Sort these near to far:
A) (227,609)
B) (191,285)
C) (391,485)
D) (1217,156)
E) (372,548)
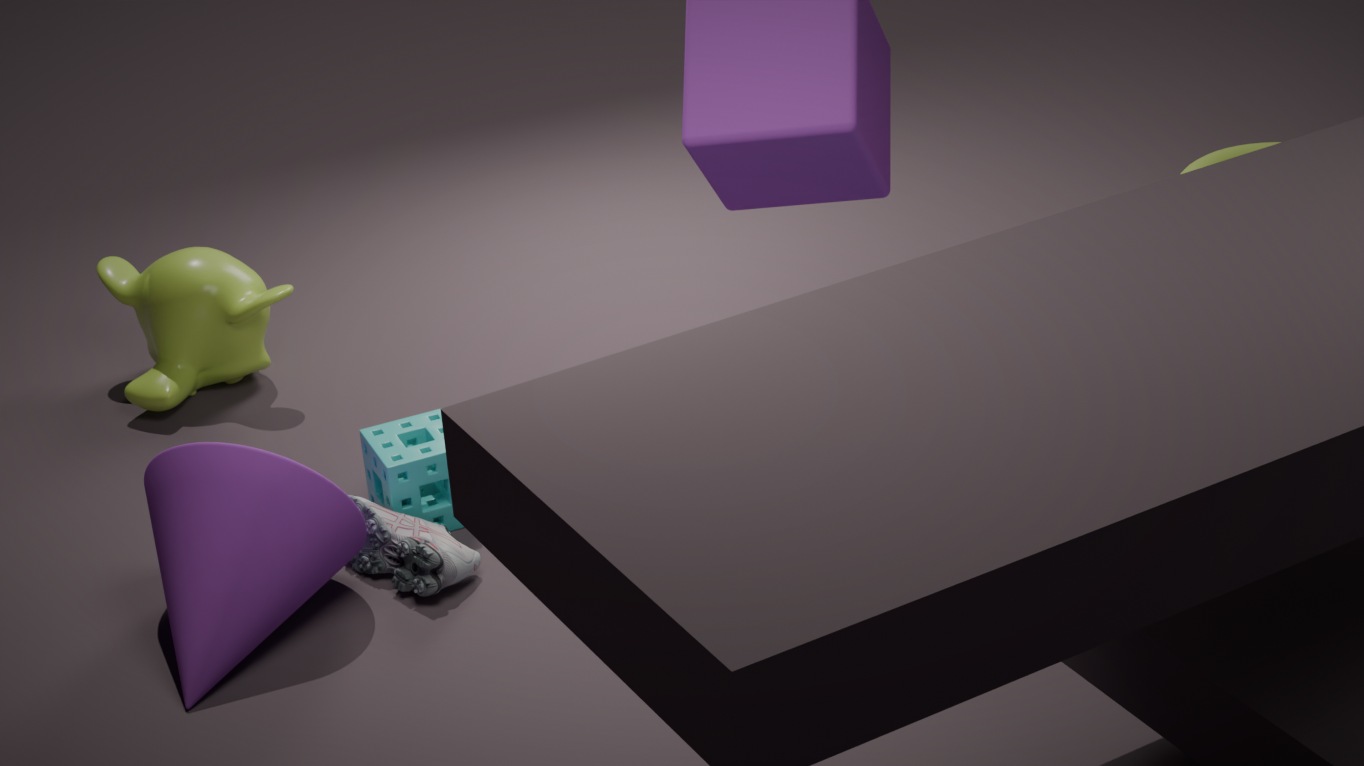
(227,609) < (372,548) < (391,485) < (191,285) < (1217,156)
